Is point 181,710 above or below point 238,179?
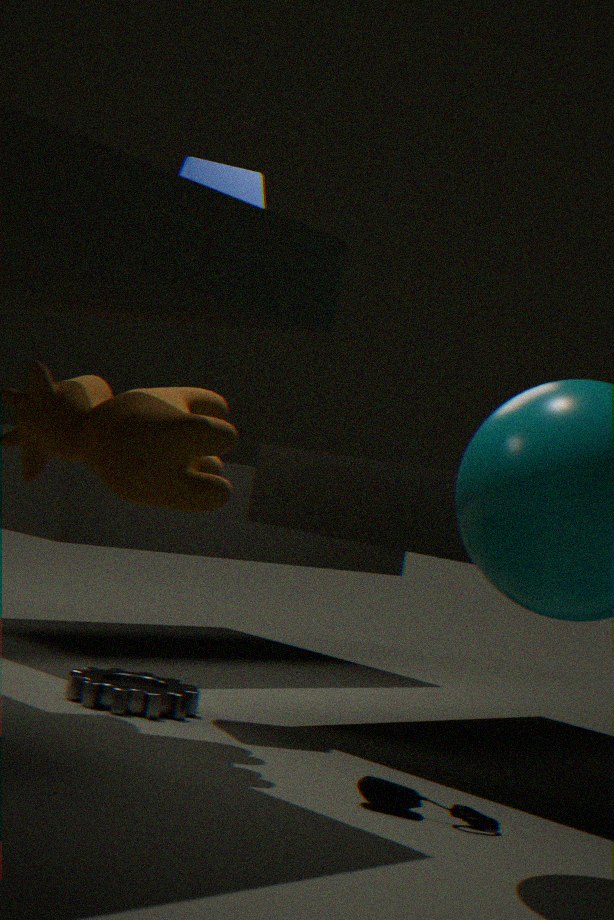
below
